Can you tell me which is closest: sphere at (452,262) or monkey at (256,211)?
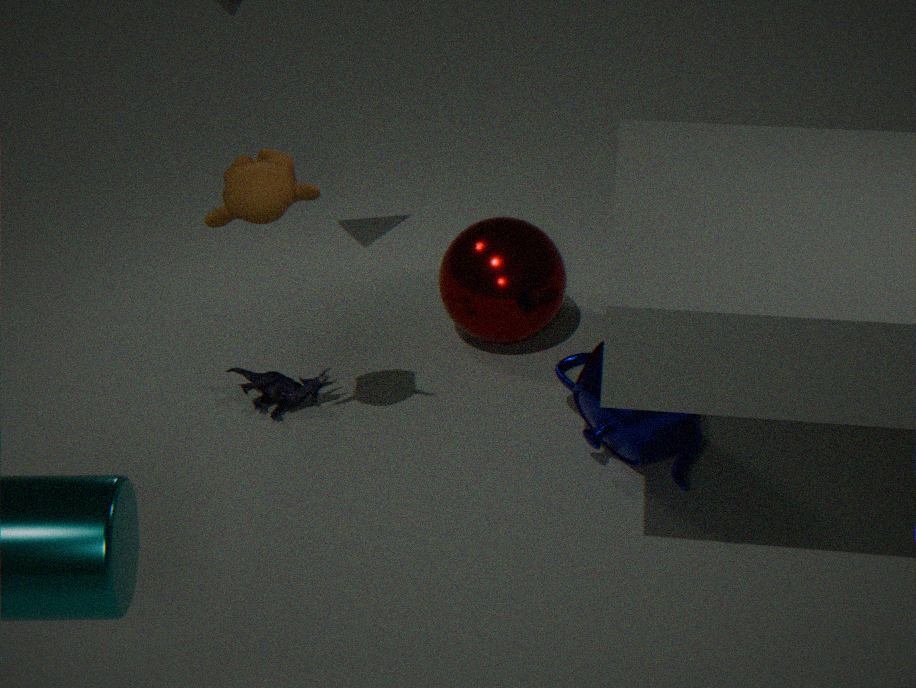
monkey at (256,211)
